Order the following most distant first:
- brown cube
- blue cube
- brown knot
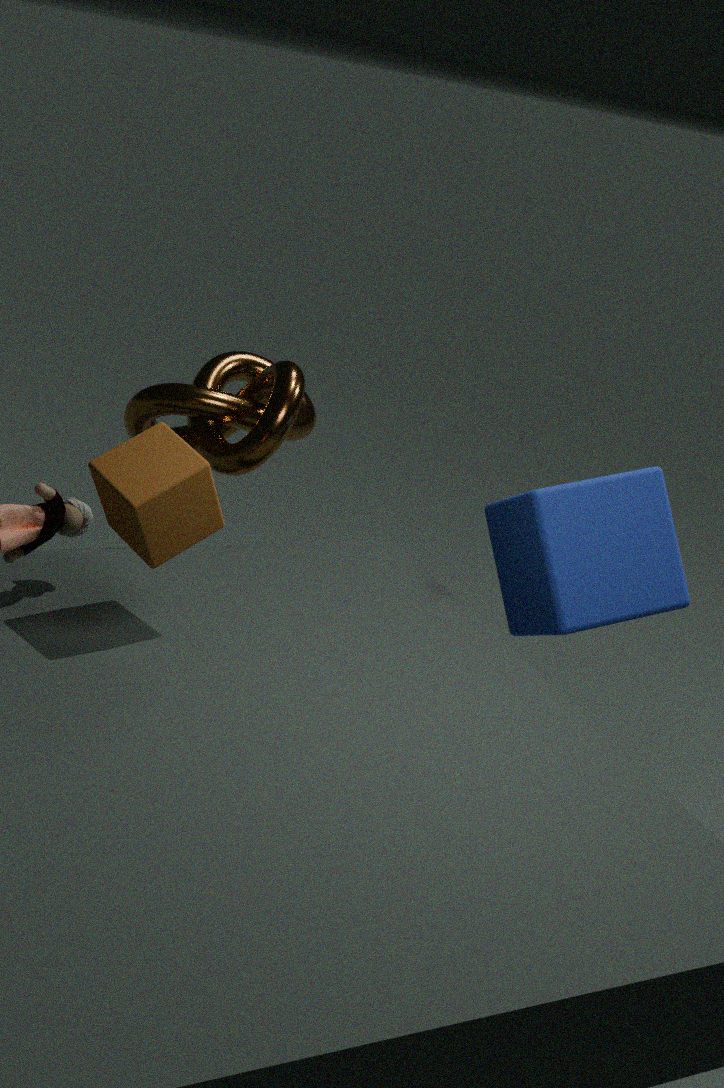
brown knot → blue cube → brown cube
